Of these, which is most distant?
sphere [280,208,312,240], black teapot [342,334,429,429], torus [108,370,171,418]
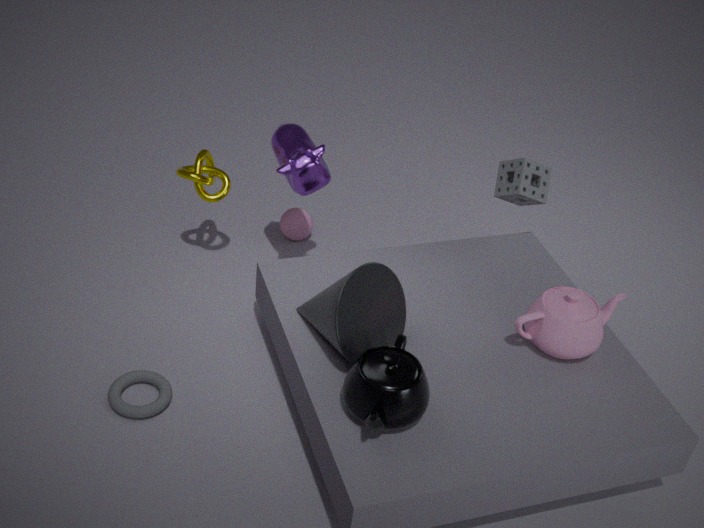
sphere [280,208,312,240]
